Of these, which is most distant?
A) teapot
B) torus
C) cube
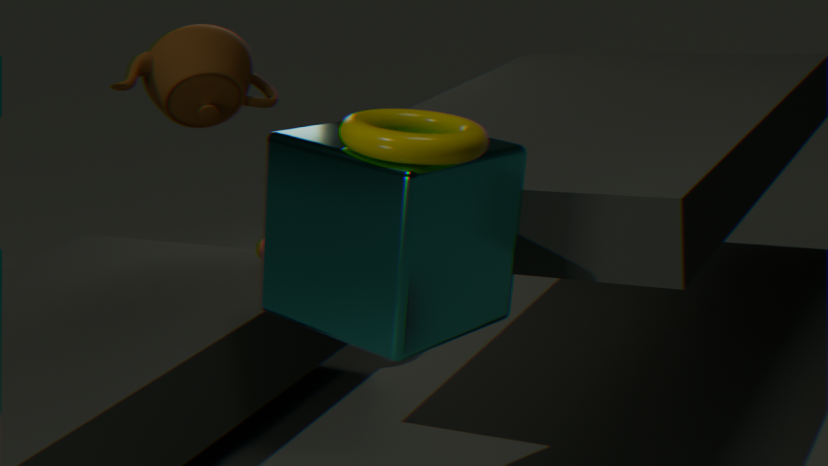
teapot
